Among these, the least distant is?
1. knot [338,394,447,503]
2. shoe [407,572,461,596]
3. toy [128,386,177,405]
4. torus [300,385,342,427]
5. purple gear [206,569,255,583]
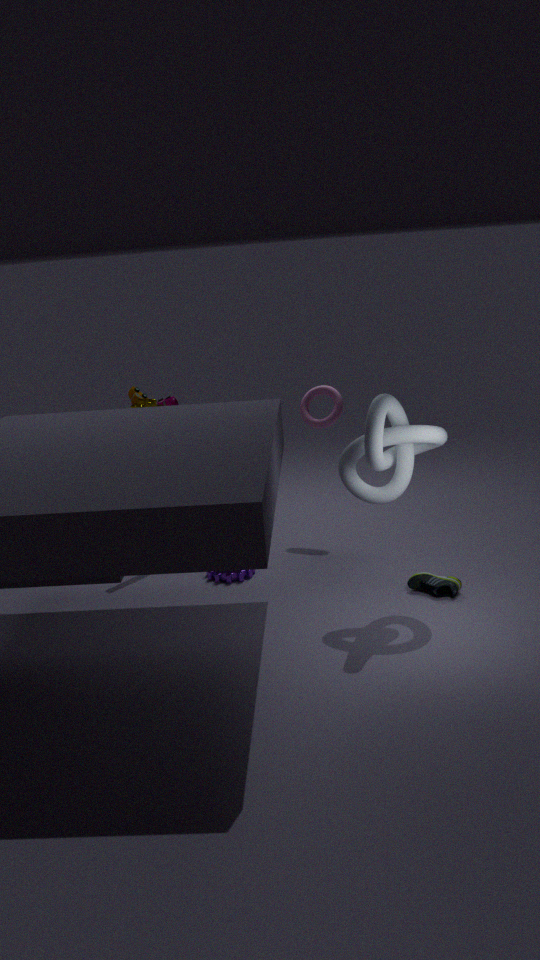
knot [338,394,447,503]
